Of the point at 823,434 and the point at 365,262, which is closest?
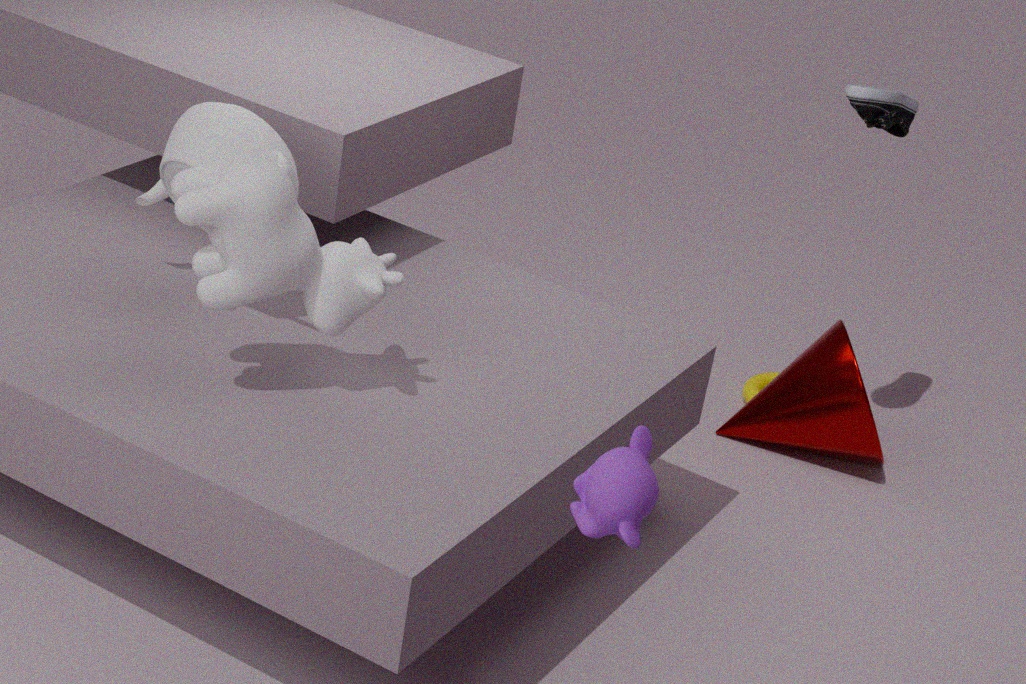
the point at 365,262
